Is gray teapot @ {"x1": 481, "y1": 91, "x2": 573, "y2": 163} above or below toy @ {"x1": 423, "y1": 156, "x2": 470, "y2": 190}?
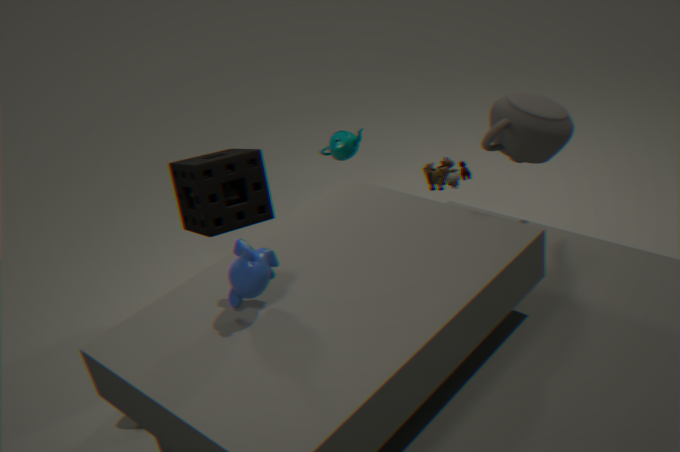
above
